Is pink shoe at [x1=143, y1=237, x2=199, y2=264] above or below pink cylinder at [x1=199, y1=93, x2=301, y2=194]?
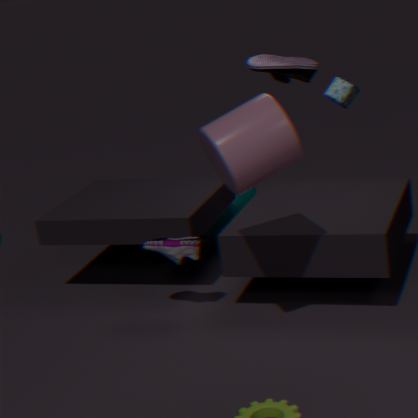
below
